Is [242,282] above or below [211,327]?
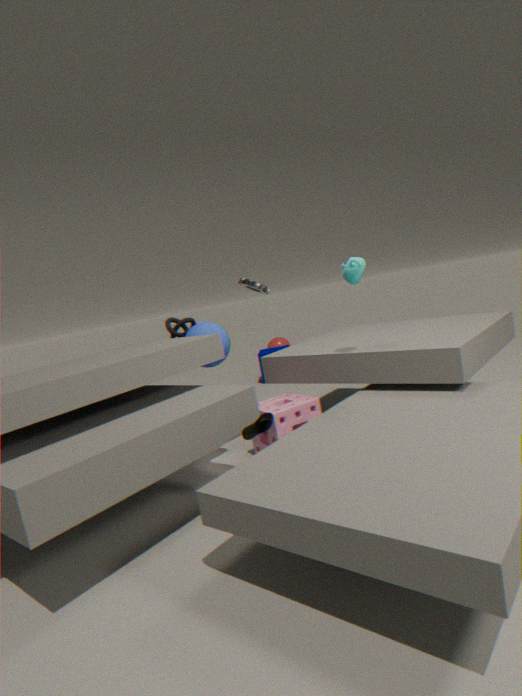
above
